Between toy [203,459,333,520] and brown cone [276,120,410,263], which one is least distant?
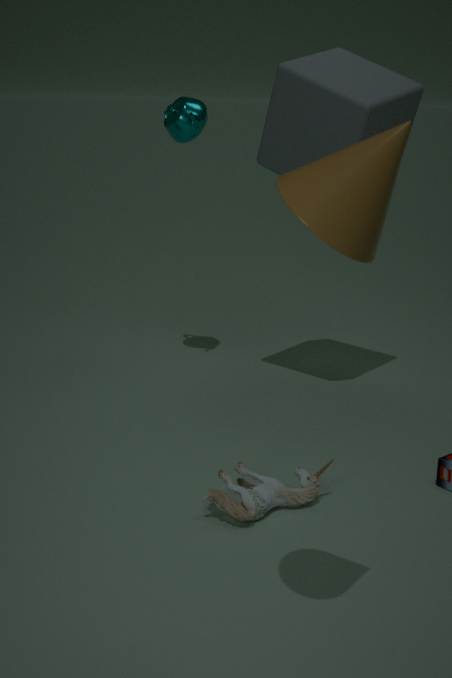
brown cone [276,120,410,263]
